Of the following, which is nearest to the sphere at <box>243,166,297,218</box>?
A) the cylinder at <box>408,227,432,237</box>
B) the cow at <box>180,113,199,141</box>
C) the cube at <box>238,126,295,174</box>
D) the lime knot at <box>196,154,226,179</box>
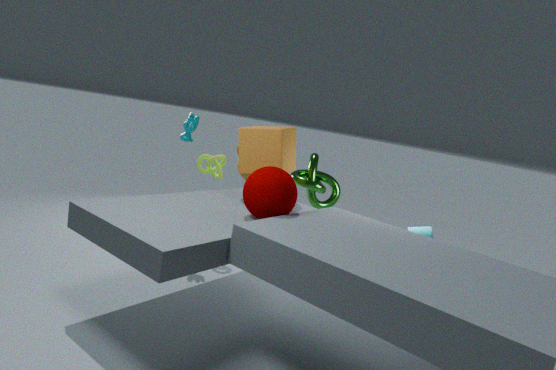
the cube at <box>238,126,295,174</box>
